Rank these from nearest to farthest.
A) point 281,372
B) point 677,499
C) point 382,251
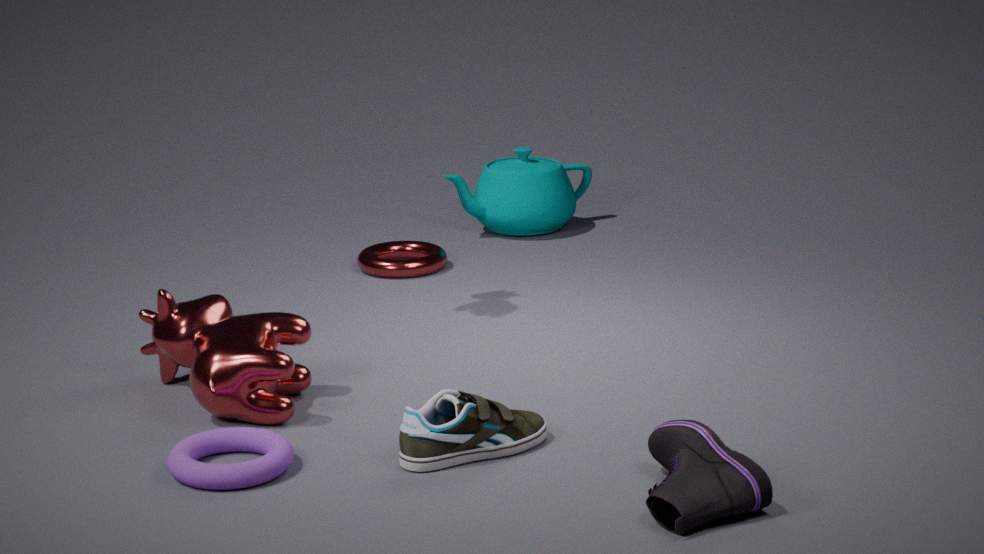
point 677,499 → point 281,372 → point 382,251
